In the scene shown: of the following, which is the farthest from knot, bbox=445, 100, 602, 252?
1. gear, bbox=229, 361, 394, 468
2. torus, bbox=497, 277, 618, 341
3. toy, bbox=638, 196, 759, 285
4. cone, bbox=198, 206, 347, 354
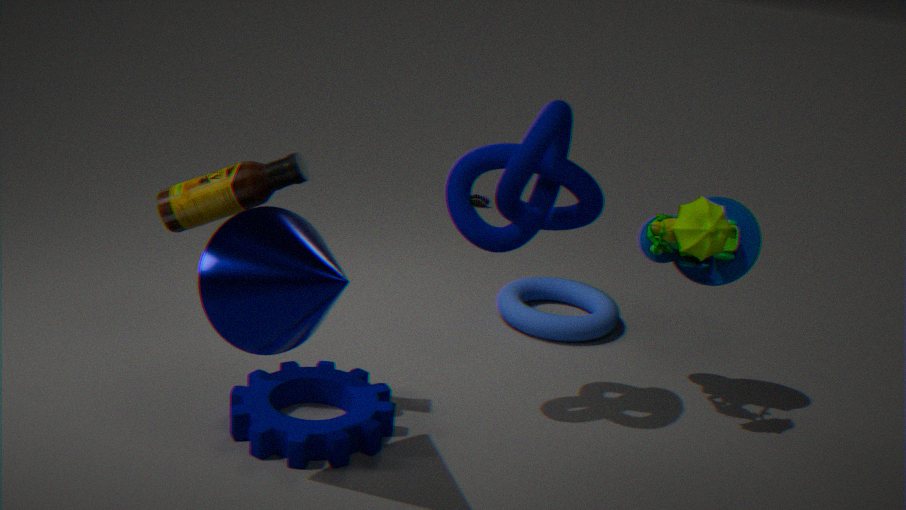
torus, bbox=497, 277, 618, 341
